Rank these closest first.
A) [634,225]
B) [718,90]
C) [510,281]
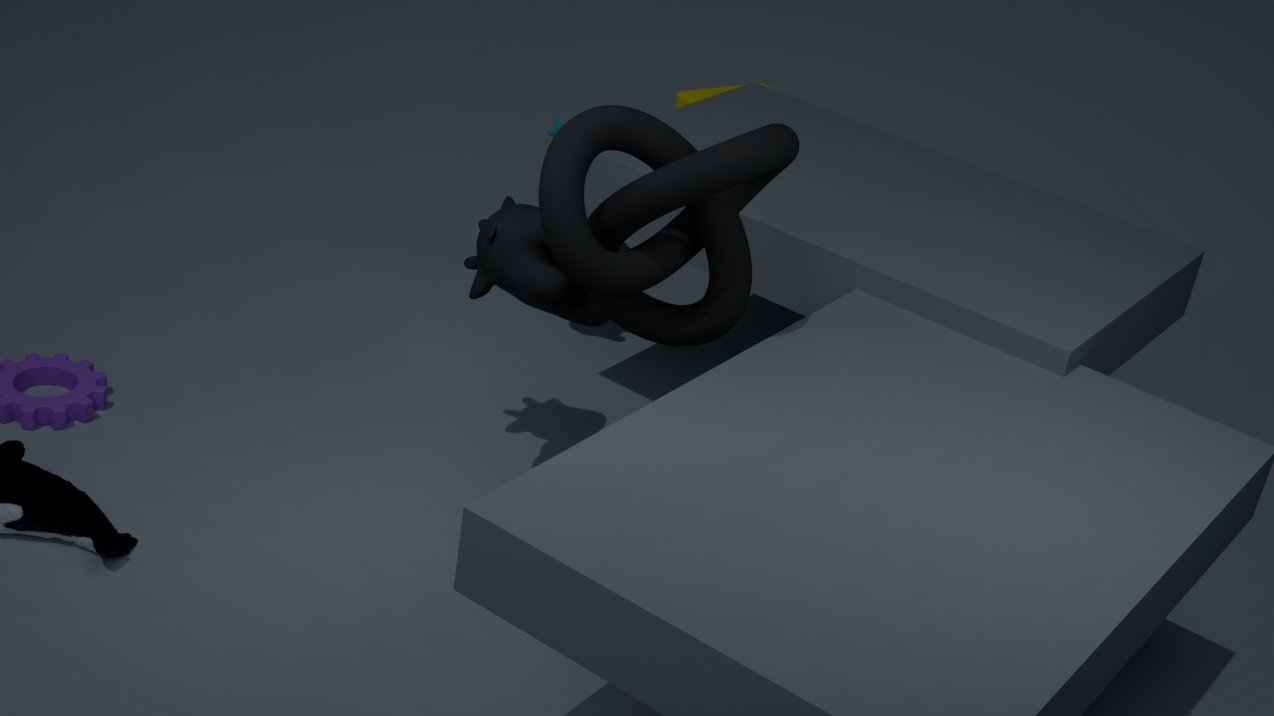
[634,225]
[510,281]
[718,90]
